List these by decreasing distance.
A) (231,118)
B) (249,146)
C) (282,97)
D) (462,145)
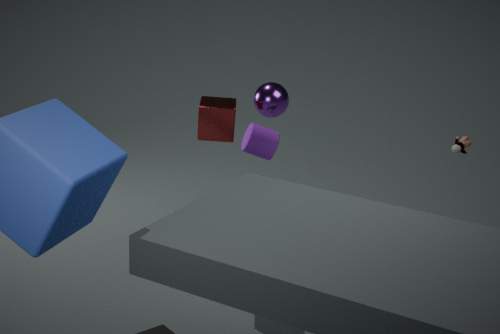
(249,146)
(462,145)
(282,97)
(231,118)
